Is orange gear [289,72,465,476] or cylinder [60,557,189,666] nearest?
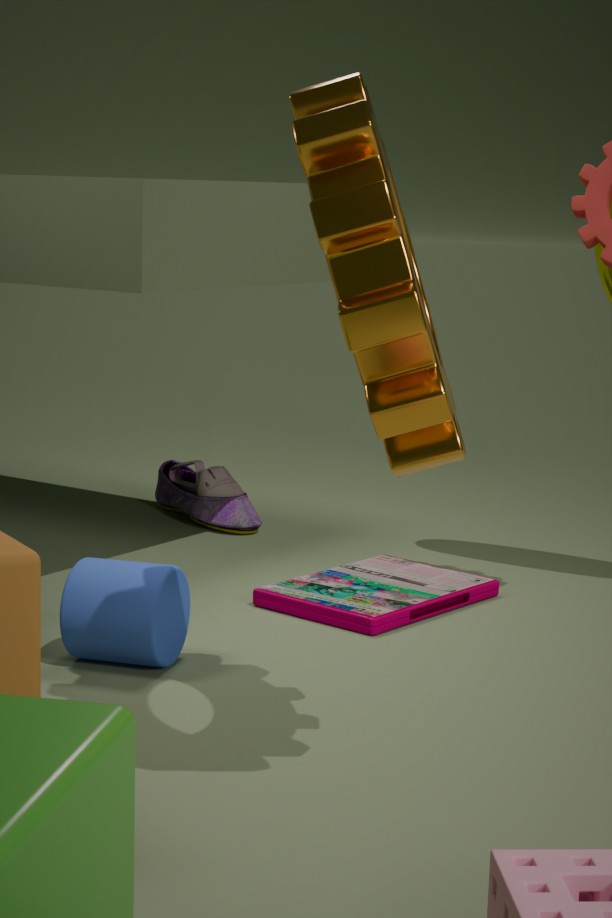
orange gear [289,72,465,476]
